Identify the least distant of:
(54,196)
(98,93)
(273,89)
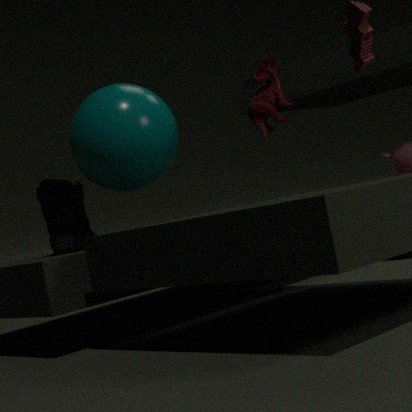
(273,89)
